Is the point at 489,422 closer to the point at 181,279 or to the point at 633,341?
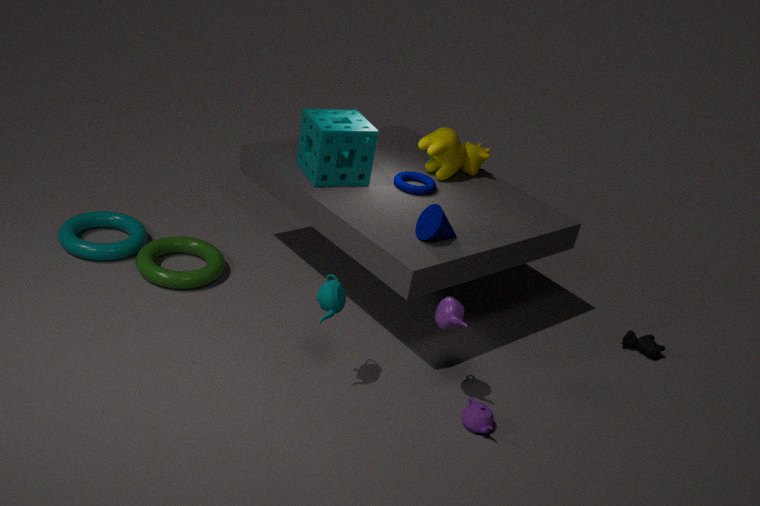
the point at 633,341
